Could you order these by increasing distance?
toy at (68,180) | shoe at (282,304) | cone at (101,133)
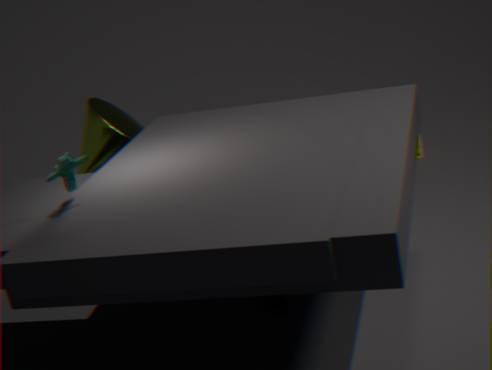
toy at (68,180)
shoe at (282,304)
cone at (101,133)
